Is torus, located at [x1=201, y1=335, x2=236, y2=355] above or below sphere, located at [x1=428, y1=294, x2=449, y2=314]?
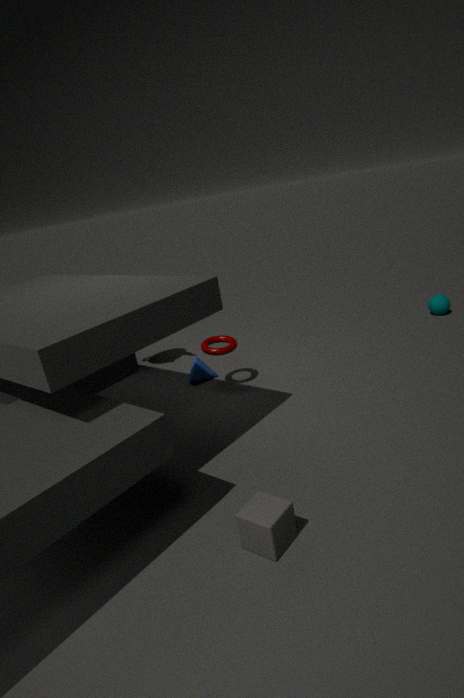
above
